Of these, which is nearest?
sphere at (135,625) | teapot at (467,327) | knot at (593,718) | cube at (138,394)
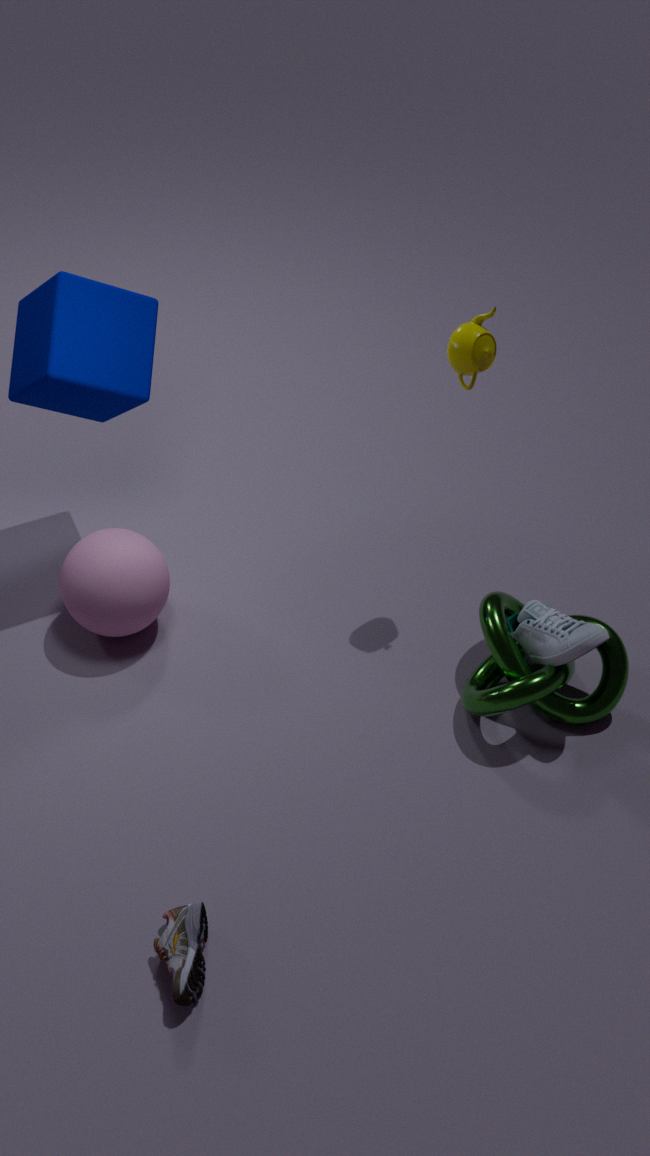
knot at (593,718)
